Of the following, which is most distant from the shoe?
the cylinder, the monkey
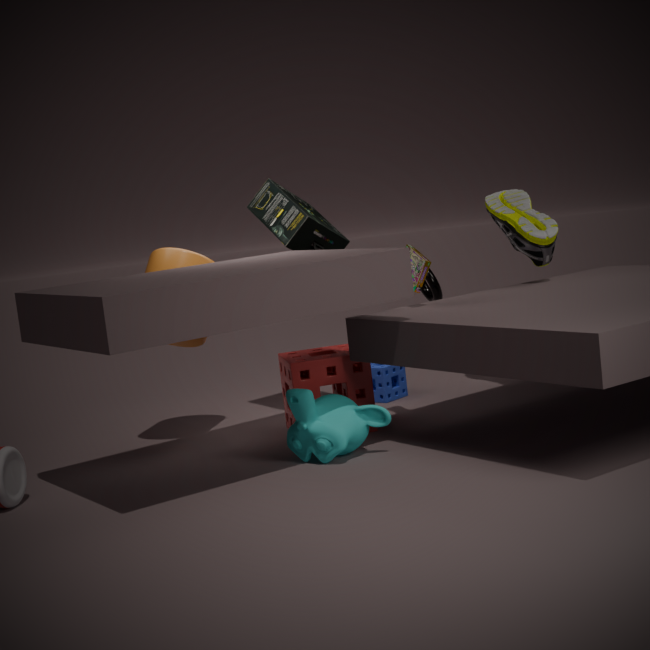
the cylinder
